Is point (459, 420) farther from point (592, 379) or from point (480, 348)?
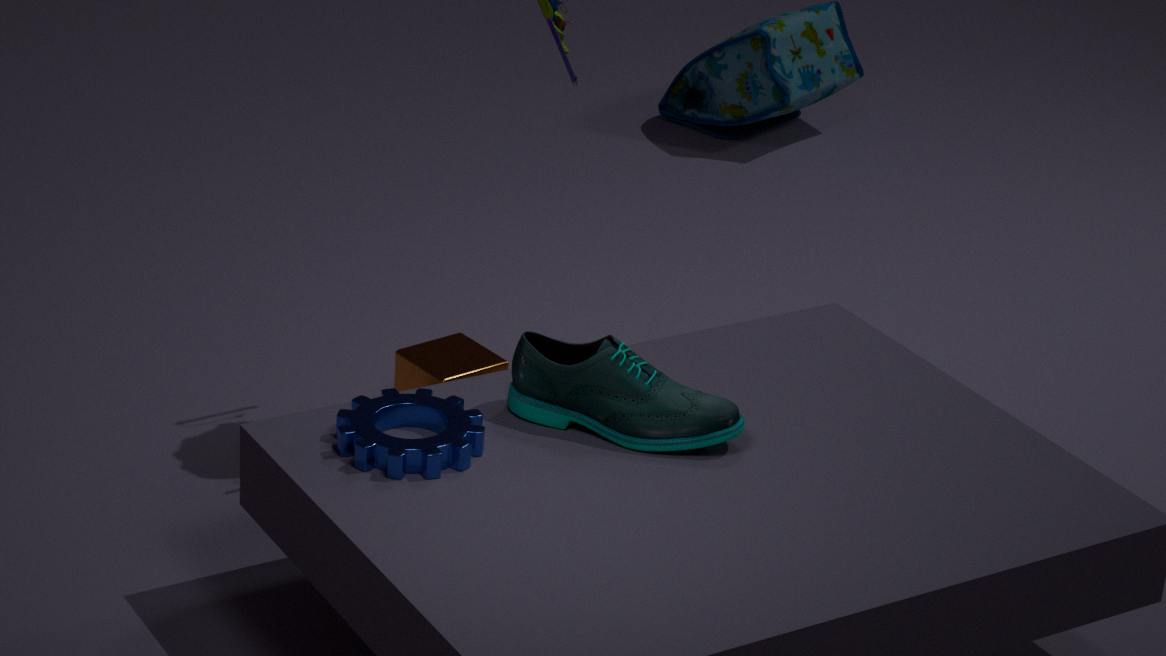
point (480, 348)
